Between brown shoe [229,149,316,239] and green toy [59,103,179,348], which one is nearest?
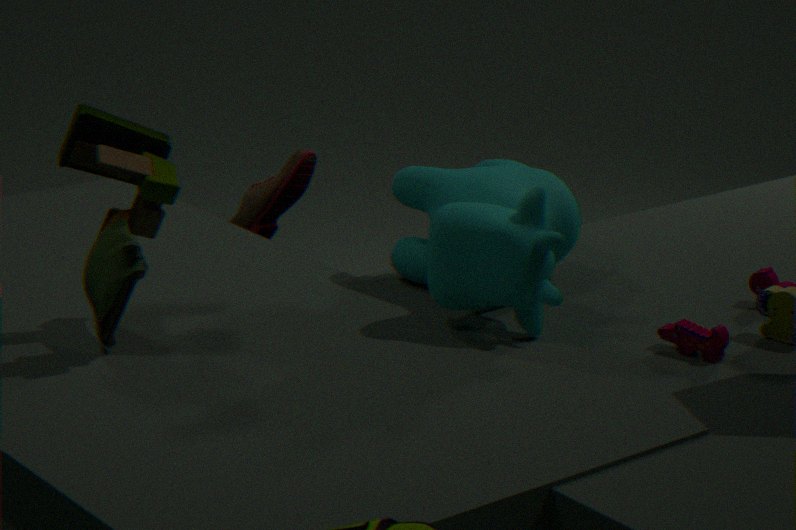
green toy [59,103,179,348]
